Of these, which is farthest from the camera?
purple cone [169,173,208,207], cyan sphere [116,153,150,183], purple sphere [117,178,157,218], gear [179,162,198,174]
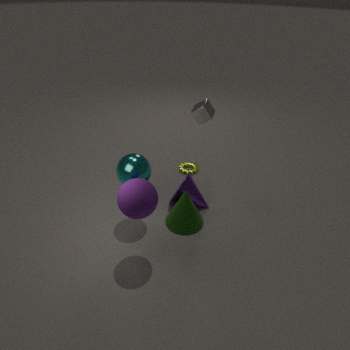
gear [179,162,198,174]
